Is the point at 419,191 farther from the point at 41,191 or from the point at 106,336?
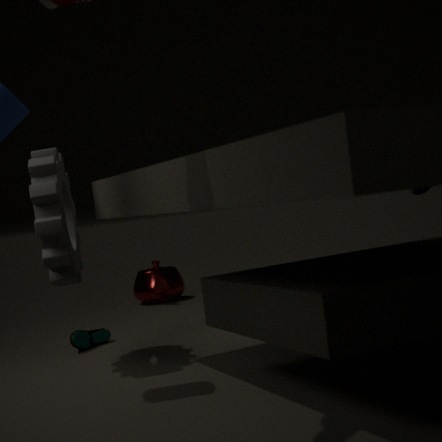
the point at 106,336
